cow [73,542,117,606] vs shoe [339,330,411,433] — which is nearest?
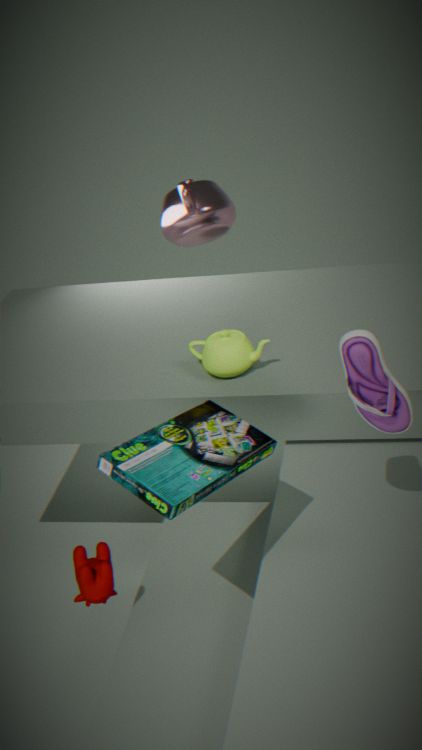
shoe [339,330,411,433]
